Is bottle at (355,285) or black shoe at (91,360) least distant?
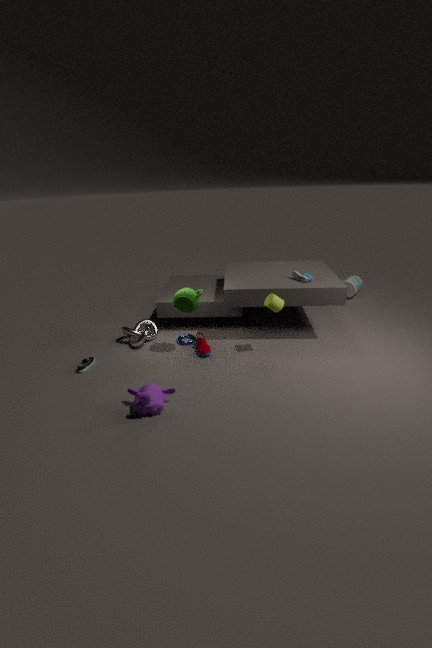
black shoe at (91,360)
